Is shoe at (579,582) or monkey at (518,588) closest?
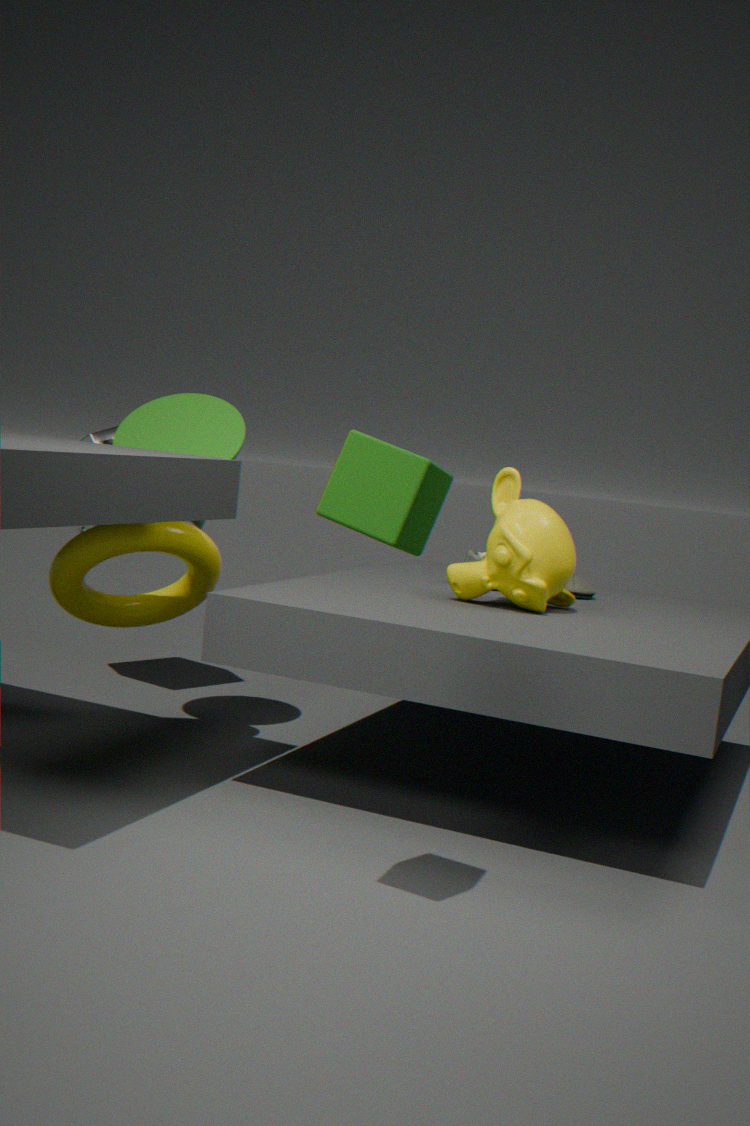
monkey at (518,588)
